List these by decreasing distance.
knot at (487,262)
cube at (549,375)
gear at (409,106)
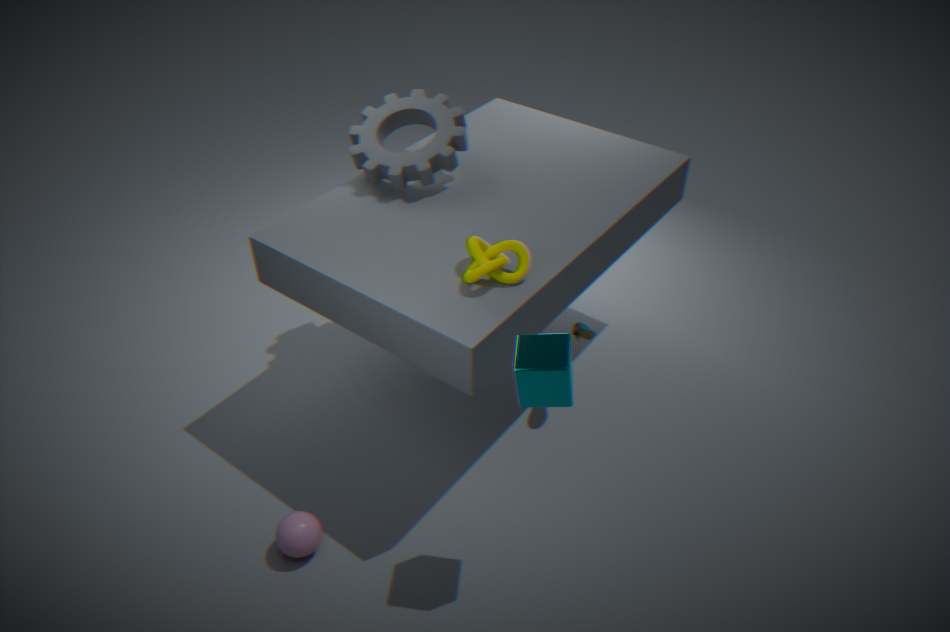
gear at (409,106)
knot at (487,262)
cube at (549,375)
